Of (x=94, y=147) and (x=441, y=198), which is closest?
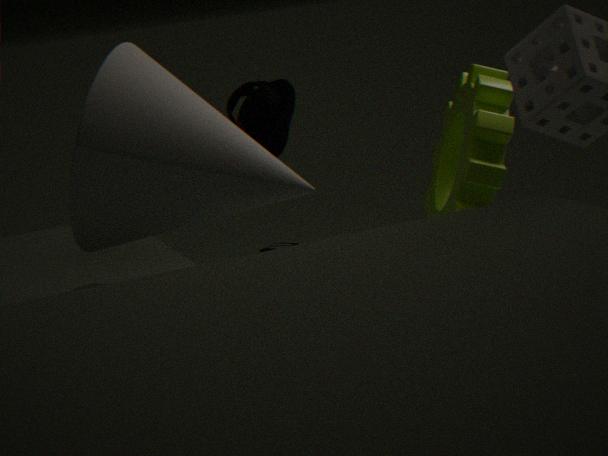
(x=94, y=147)
